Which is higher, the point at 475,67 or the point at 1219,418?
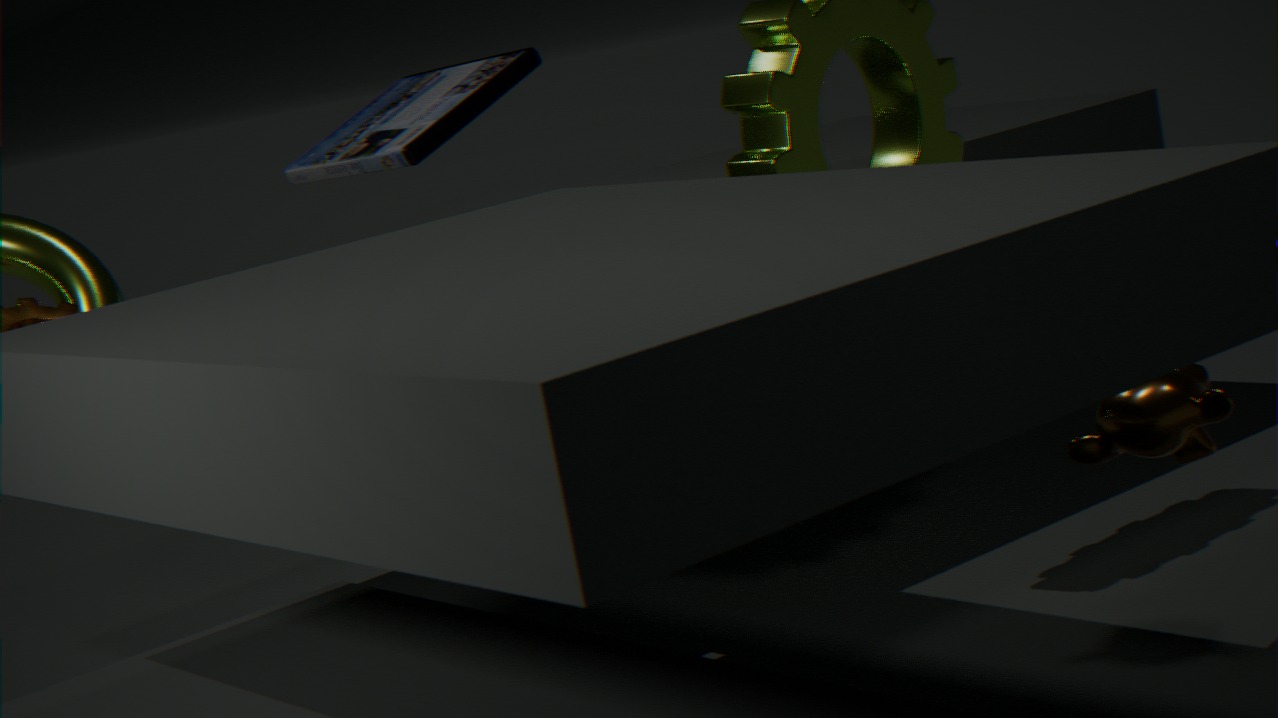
the point at 475,67
